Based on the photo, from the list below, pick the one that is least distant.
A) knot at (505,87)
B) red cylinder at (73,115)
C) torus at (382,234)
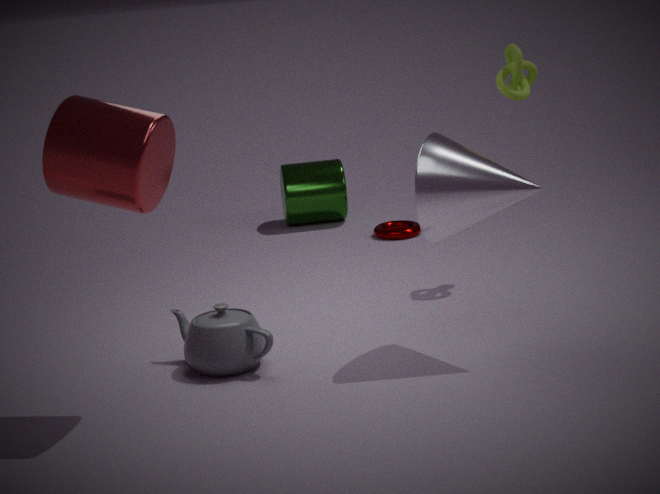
red cylinder at (73,115)
